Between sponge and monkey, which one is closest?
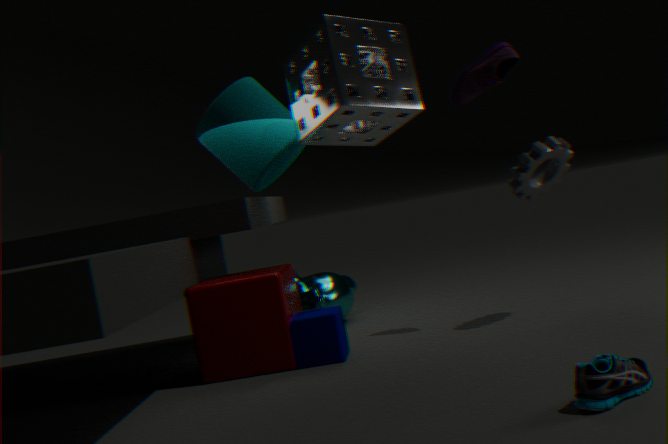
sponge
